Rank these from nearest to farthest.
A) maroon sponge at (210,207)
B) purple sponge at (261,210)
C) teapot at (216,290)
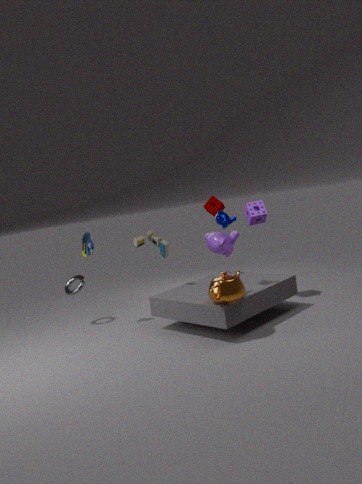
teapot at (216,290)
purple sponge at (261,210)
maroon sponge at (210,207)
